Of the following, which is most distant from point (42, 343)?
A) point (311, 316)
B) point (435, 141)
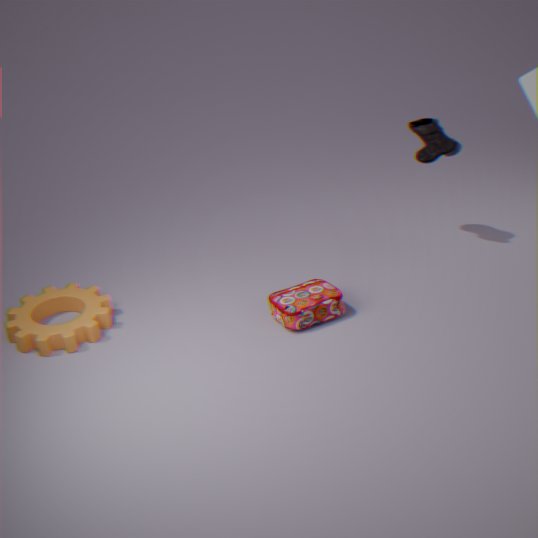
point (435, 141)
